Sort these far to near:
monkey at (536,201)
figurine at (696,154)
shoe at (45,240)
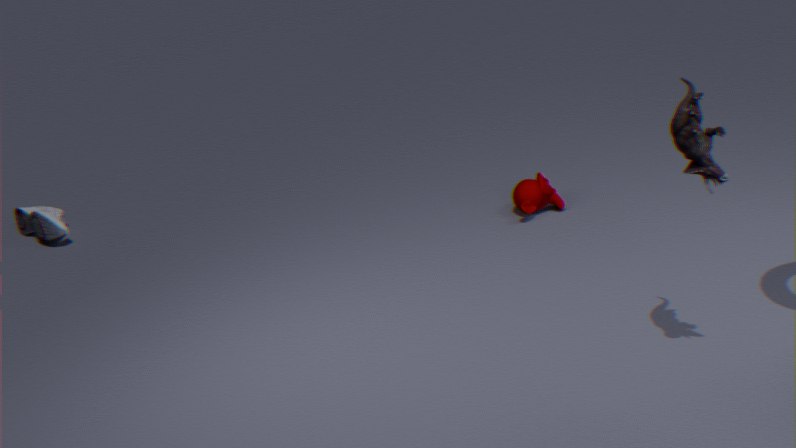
shoe at (45,240) → monkey at (536,201) → figurine at (696,154)
